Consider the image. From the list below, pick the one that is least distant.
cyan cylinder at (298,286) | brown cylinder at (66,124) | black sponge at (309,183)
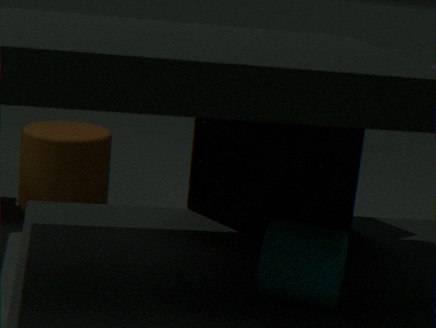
cyan cylinder at (298,286)
